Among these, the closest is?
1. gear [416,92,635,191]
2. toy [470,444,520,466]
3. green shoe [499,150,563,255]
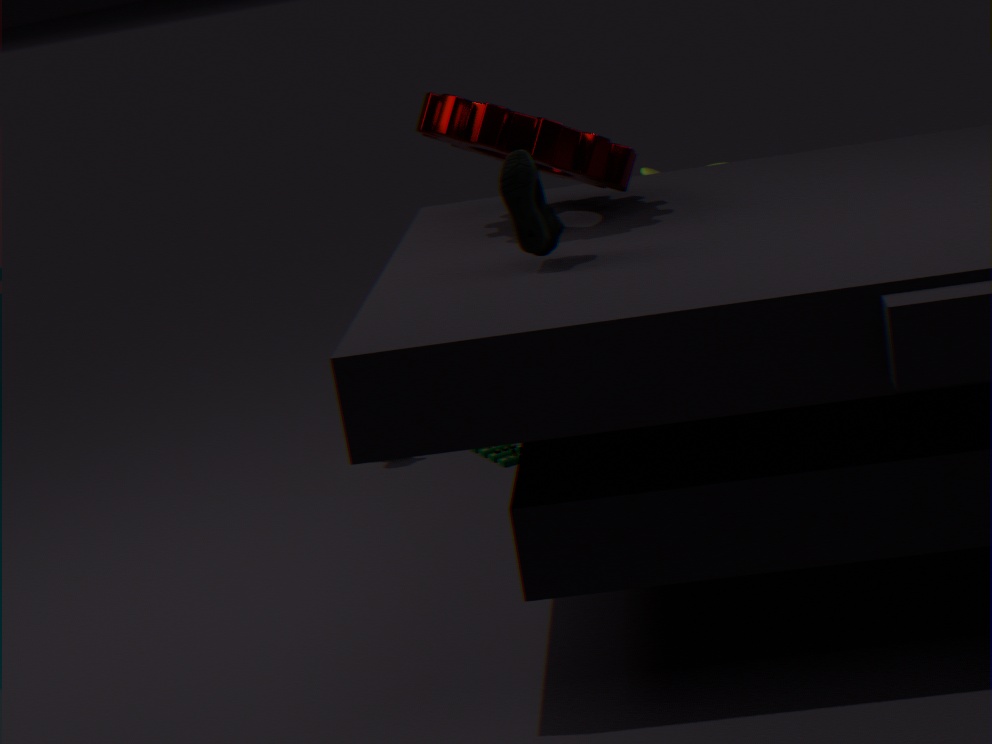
green shoe [499,150,563,255]
